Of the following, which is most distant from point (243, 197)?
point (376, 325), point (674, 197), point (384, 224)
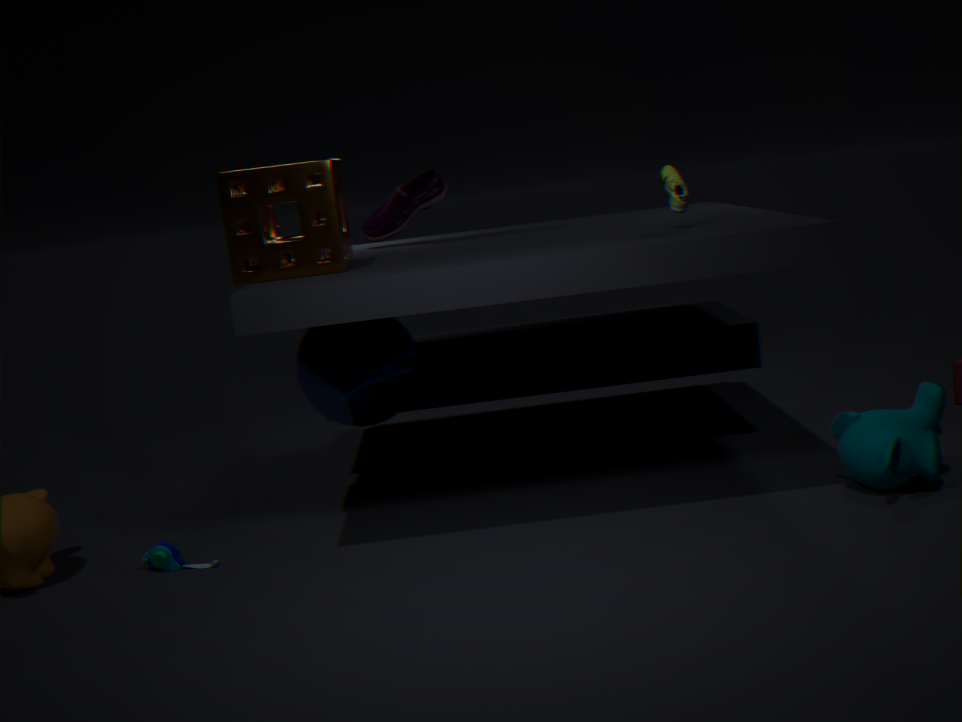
point (674, 197)
